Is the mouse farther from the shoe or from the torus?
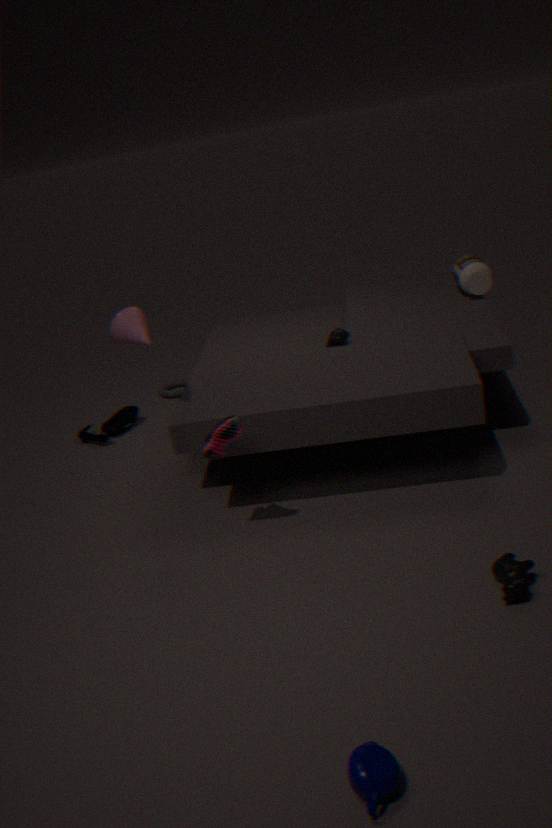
the shoe
